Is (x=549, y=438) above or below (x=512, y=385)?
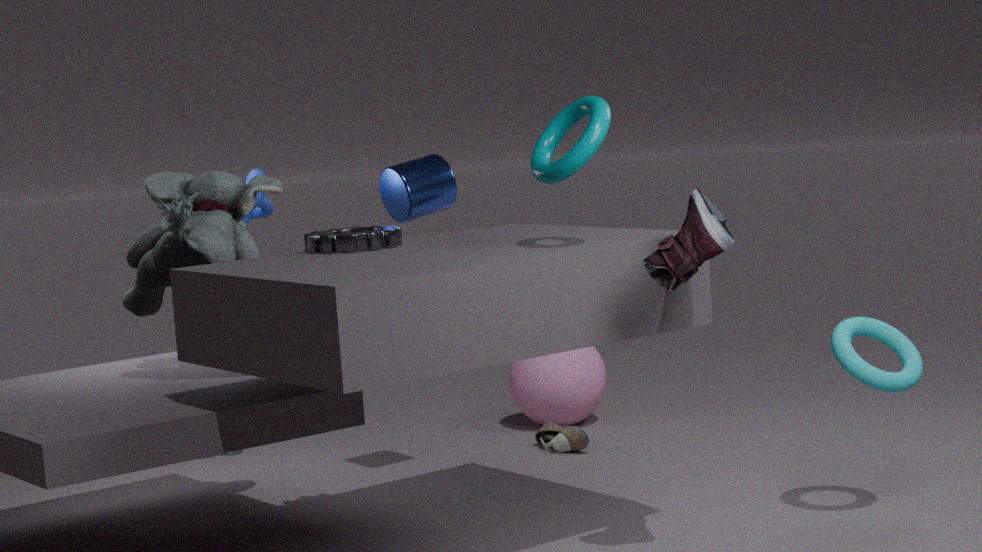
below
